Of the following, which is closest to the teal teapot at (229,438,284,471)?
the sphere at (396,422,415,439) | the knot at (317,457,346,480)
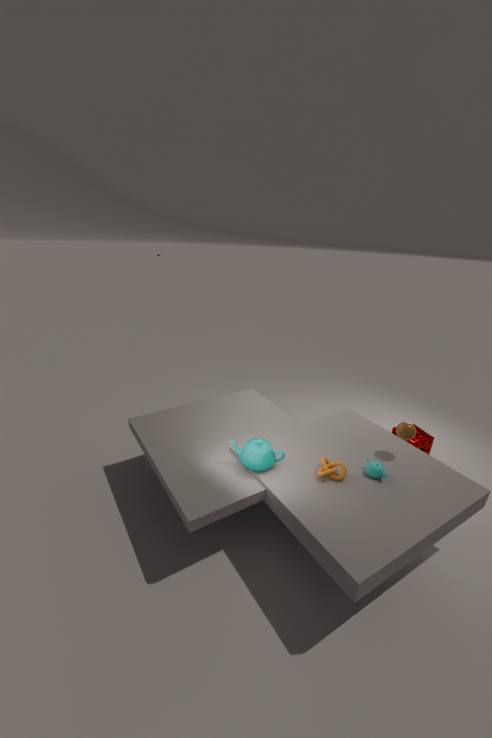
the knot at (317,457,346,480)
